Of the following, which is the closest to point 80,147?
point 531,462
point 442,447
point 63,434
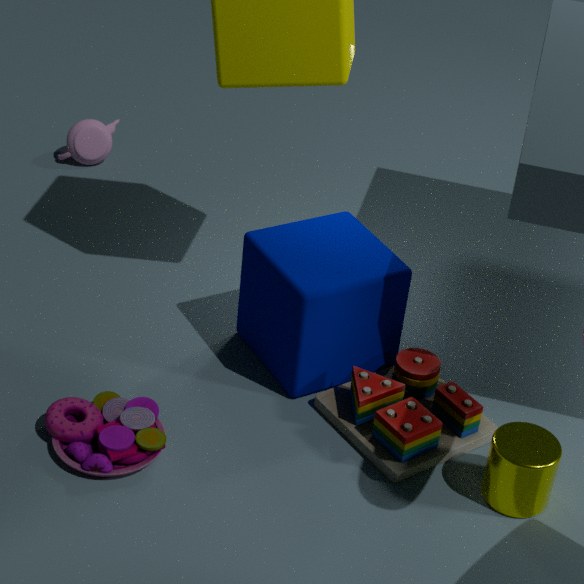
point 63,434
